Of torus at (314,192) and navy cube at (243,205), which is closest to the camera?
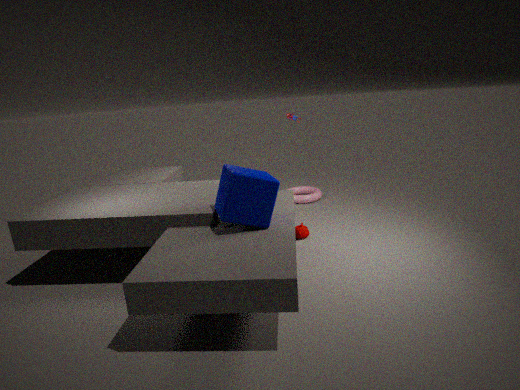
navy cube at (243,205)
